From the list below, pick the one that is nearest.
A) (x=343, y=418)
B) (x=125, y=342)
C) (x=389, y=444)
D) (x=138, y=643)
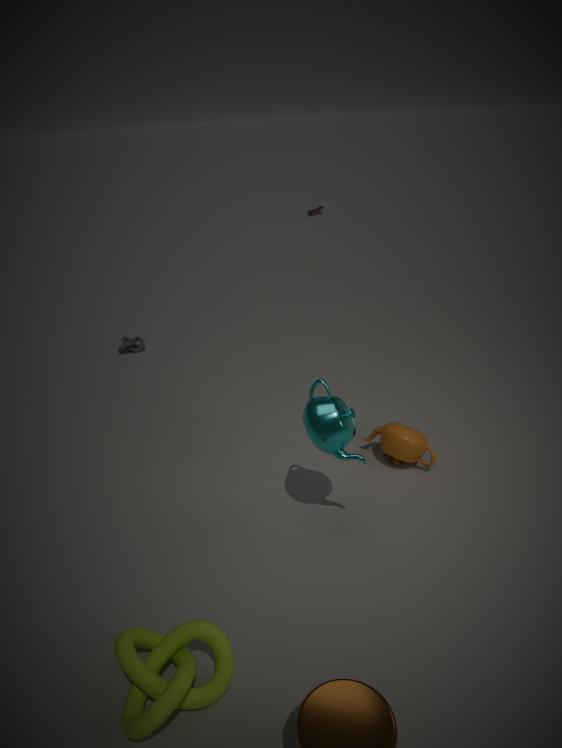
(x=138, y=643)
